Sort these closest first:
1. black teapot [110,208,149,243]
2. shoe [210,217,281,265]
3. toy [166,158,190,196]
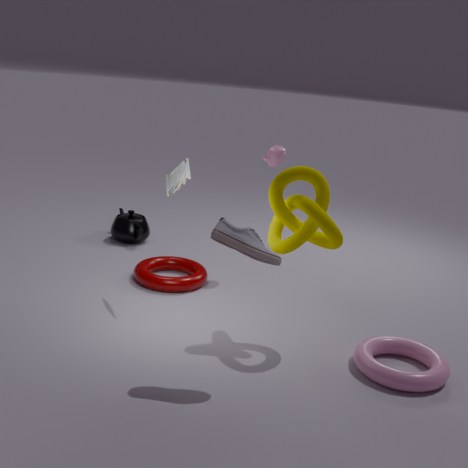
shoe [210,217,281,265], toy [166,158,190,196], black teapot [110,208,149,243]
